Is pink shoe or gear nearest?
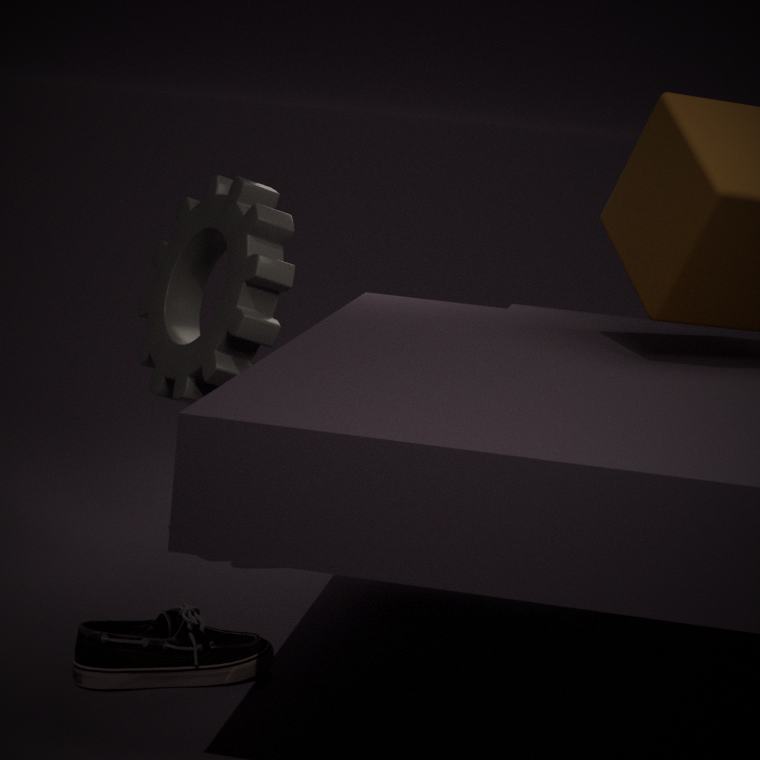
pink shoe
